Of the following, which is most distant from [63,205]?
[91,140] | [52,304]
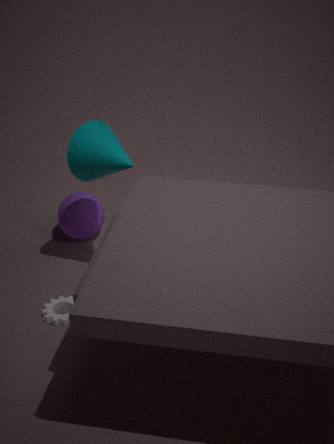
[52,304]
